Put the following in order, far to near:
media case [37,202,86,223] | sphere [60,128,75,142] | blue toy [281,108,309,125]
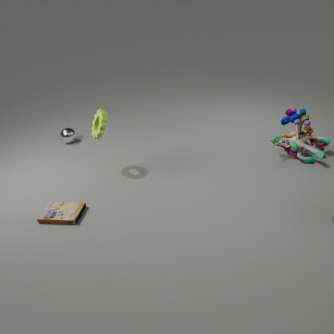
sphere [60,128,75,142] → media case [37,202,86,223] → blue toy [281,108,309,125]
